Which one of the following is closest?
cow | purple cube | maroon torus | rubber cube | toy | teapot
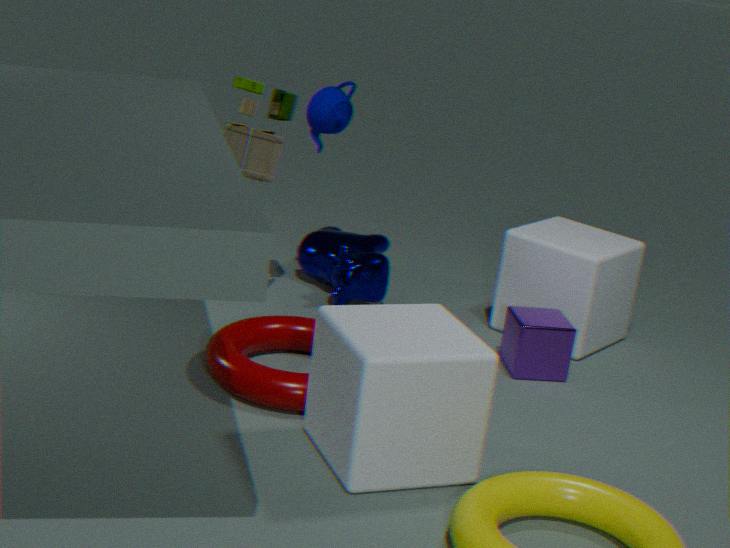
rubber cube
